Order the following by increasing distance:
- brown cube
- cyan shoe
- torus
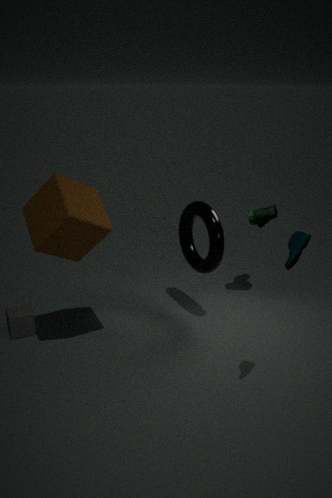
1. cyan shoe
2. brown cube
3. torus
